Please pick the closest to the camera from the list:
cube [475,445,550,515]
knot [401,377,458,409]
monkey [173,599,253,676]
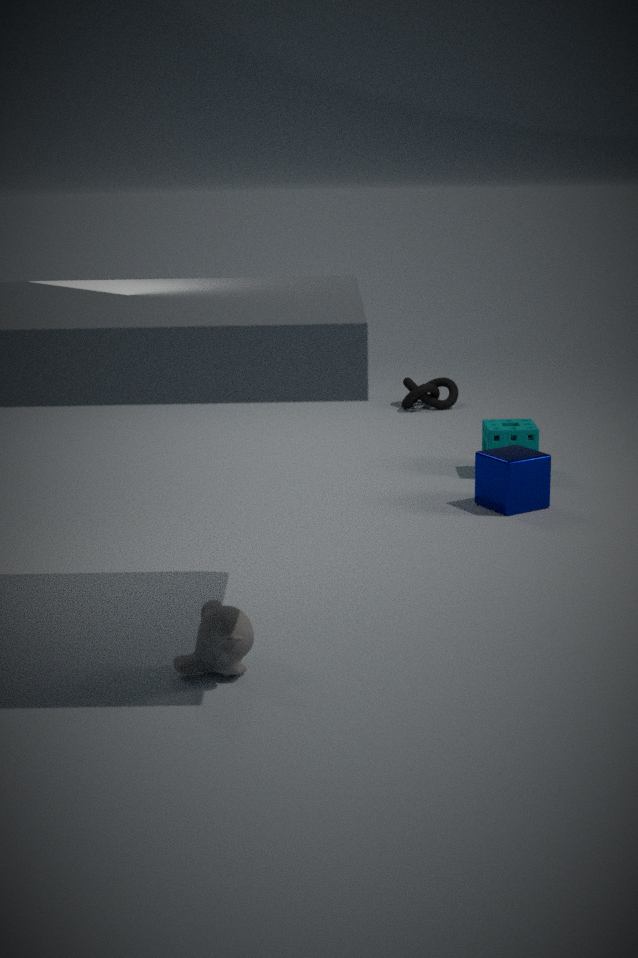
monkey [173,599,253,676]
